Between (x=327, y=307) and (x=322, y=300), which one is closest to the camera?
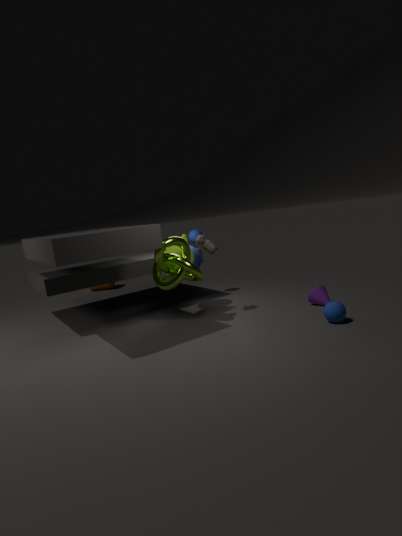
(x=327, y=307)
